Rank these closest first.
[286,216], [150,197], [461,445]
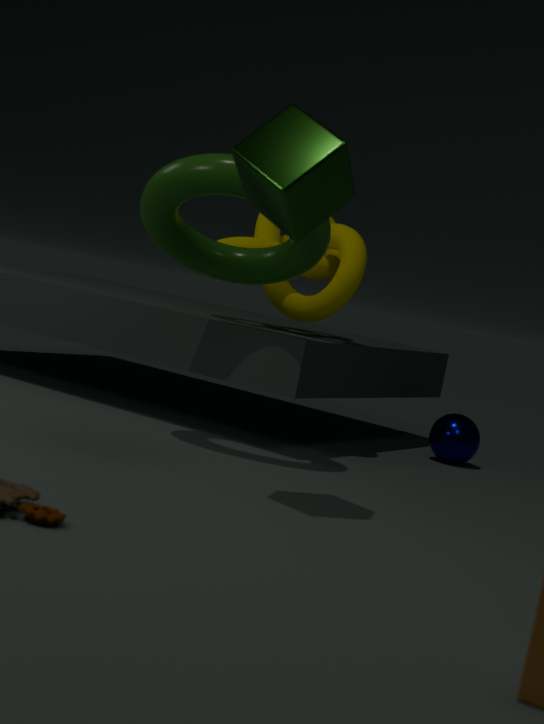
[286,216]
[150,197]
[461,445]
